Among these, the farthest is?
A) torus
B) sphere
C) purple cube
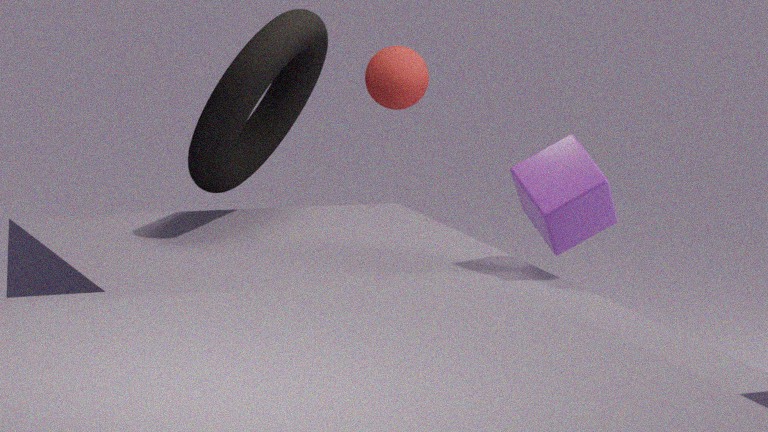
sphere
